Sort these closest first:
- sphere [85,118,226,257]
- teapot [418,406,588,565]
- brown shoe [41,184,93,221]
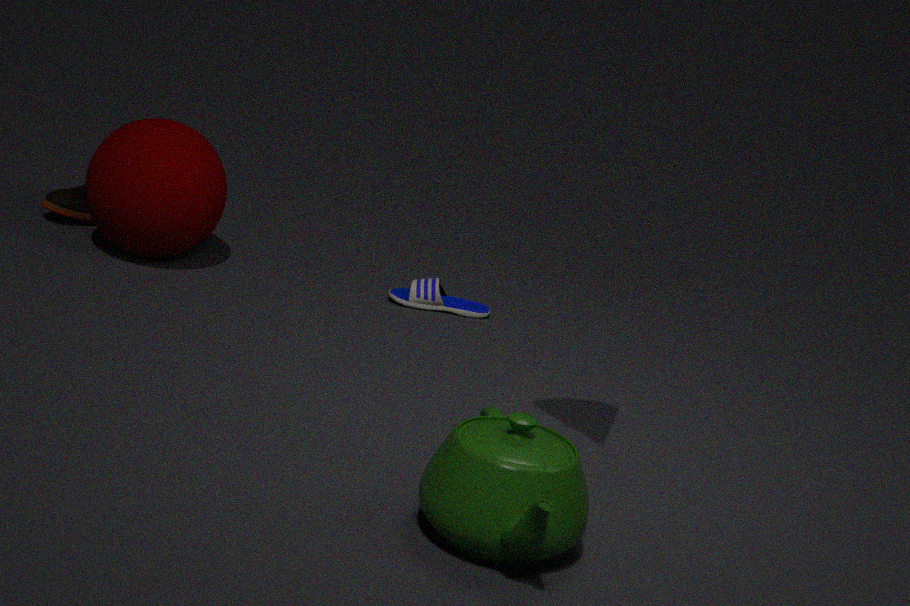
teapot [418,406,588,565], sphere [85,118,226,257], brown shoe [41,184,93,221]
